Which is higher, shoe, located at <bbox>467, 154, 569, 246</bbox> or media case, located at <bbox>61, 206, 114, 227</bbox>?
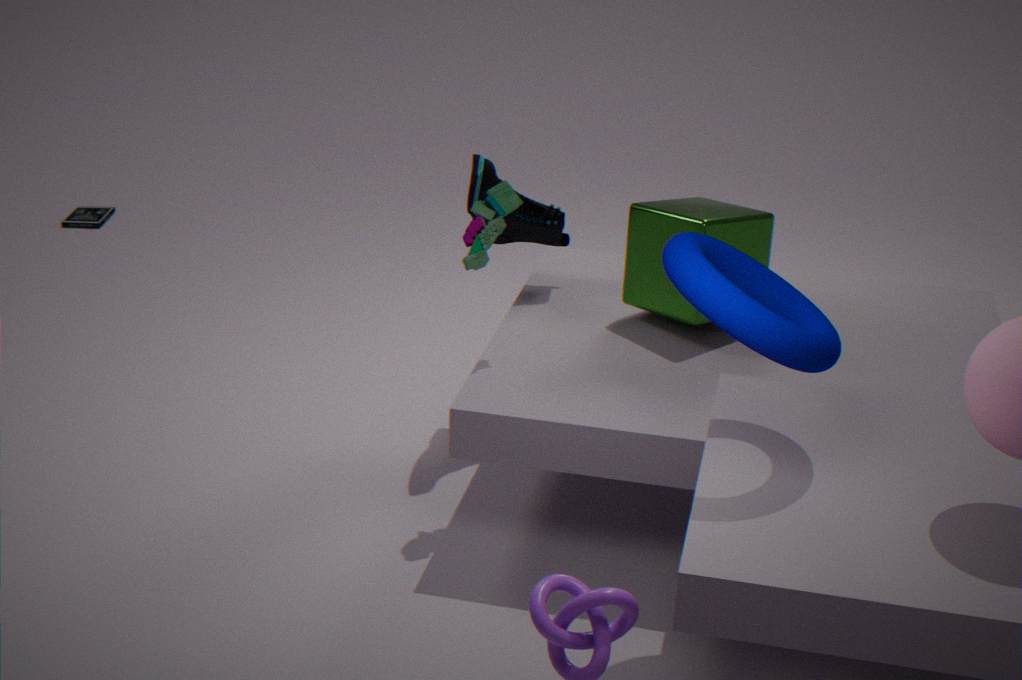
shoe, located at <bbox>467, 154, 569, 246</bbox>
